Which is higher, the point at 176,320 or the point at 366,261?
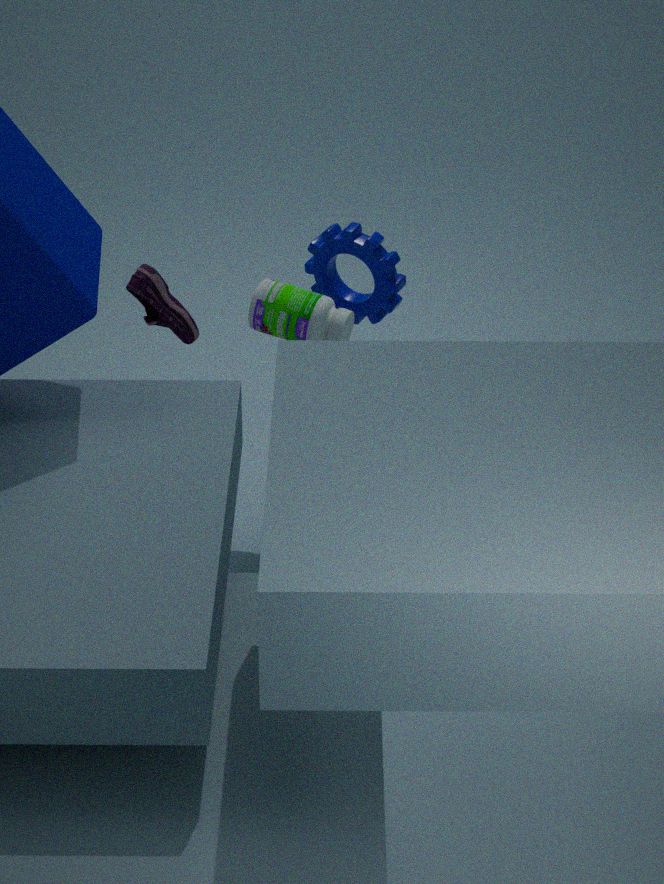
the point at 366,261
